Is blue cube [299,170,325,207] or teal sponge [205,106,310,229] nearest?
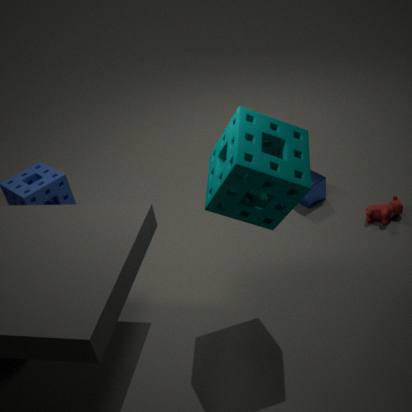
teal sponge [205,106,310,229]
